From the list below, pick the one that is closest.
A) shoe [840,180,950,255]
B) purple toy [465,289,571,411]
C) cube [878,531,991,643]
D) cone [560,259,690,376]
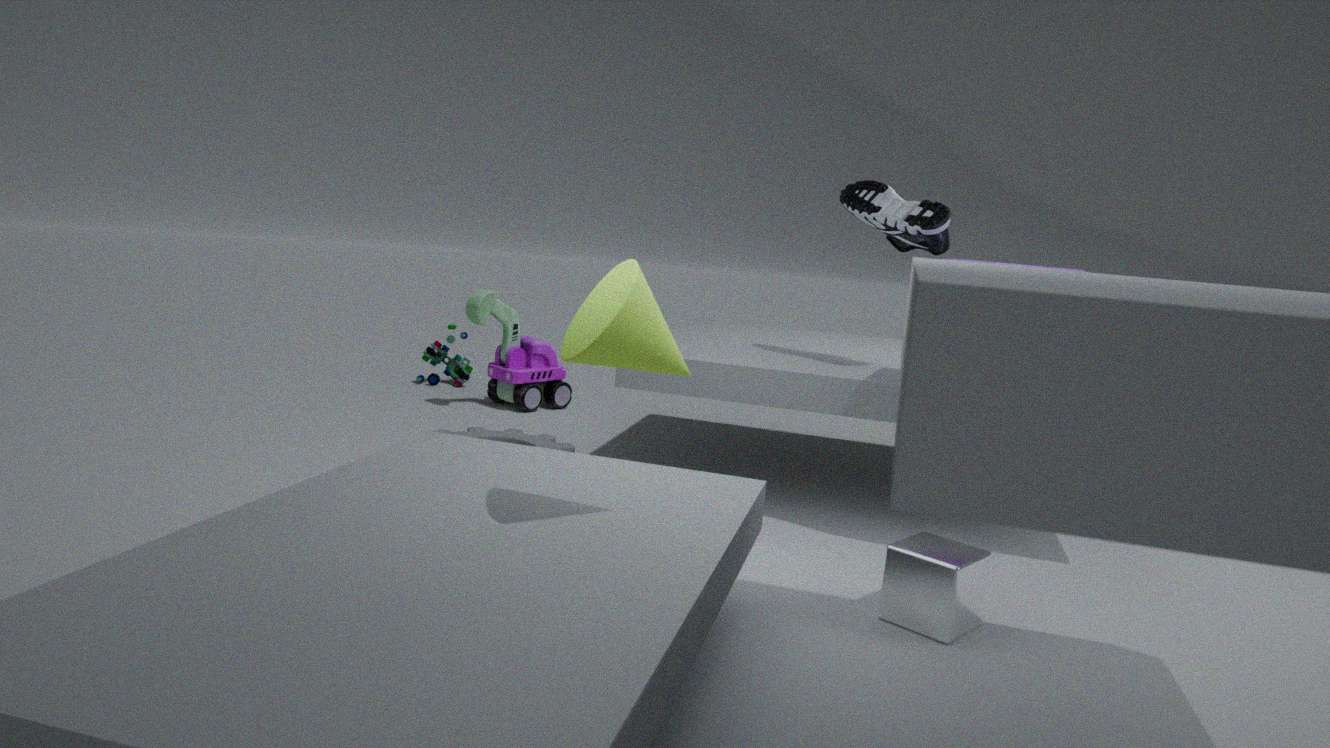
cone [560,259,690,376]
